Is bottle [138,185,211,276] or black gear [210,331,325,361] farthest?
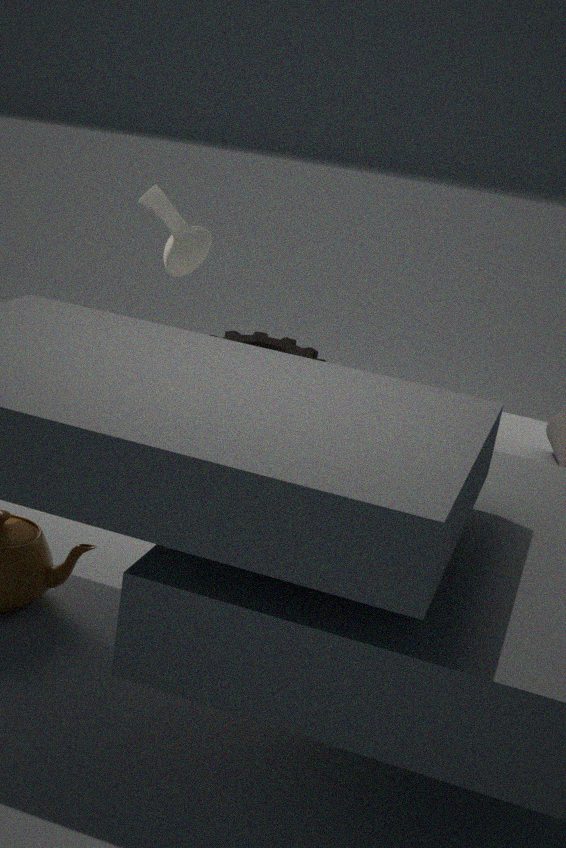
black gear [210,331,325,361]
